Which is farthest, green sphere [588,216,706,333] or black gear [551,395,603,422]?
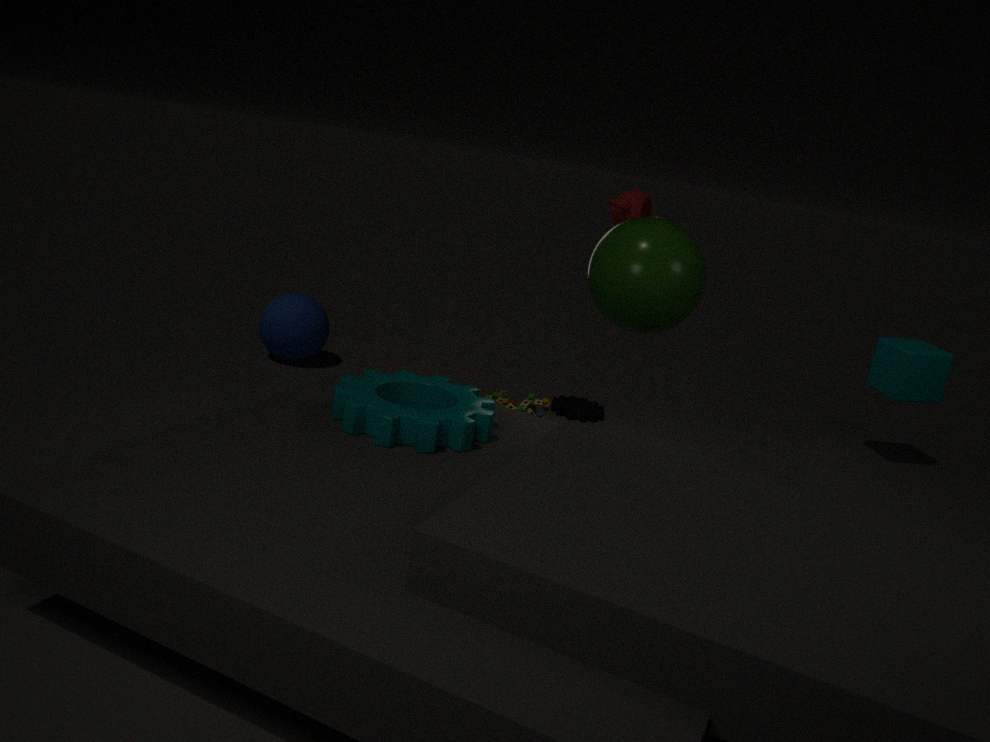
black gear [551,395,603,422]
